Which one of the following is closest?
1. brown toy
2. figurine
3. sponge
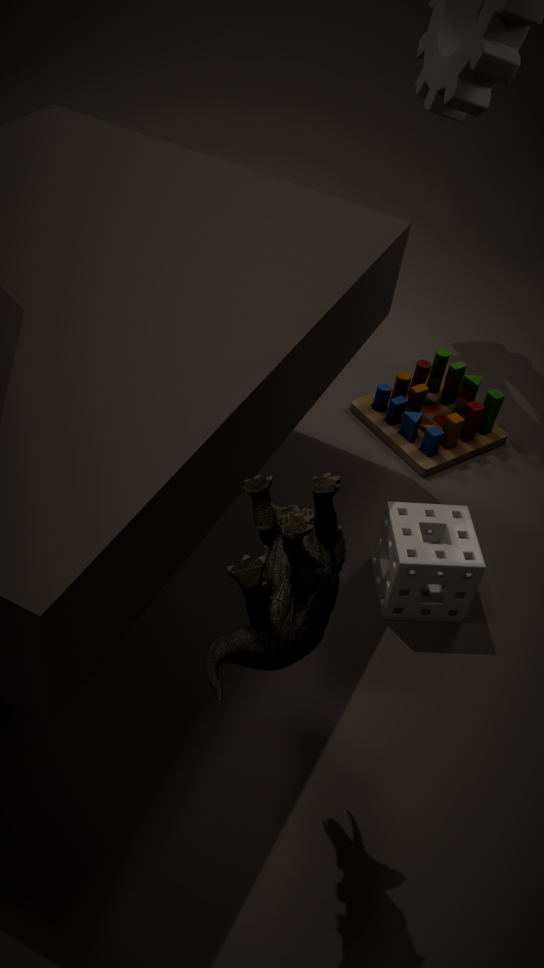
figurine
